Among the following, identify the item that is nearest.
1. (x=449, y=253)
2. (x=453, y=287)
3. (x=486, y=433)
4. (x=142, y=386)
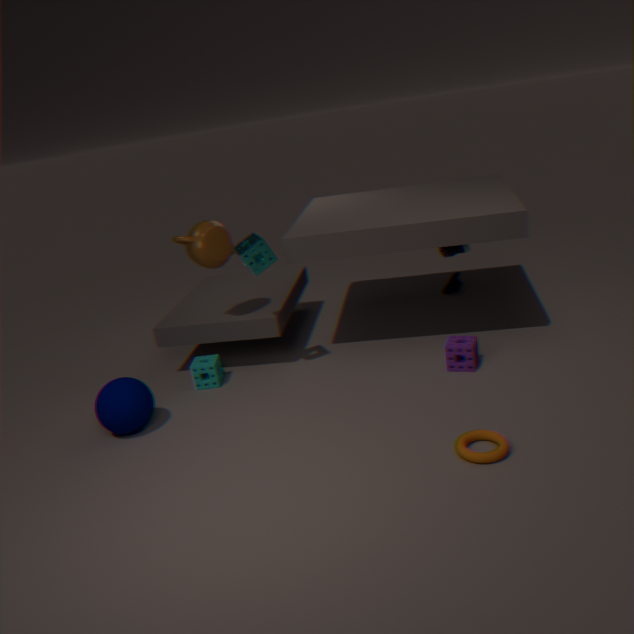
(x=486, y=433)
